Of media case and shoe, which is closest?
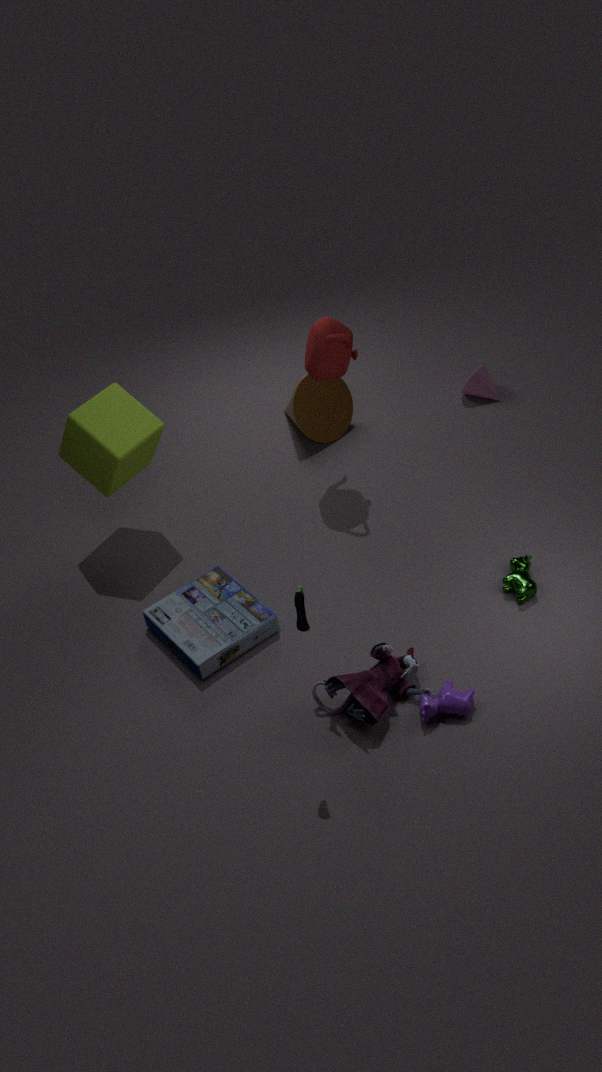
shoe
